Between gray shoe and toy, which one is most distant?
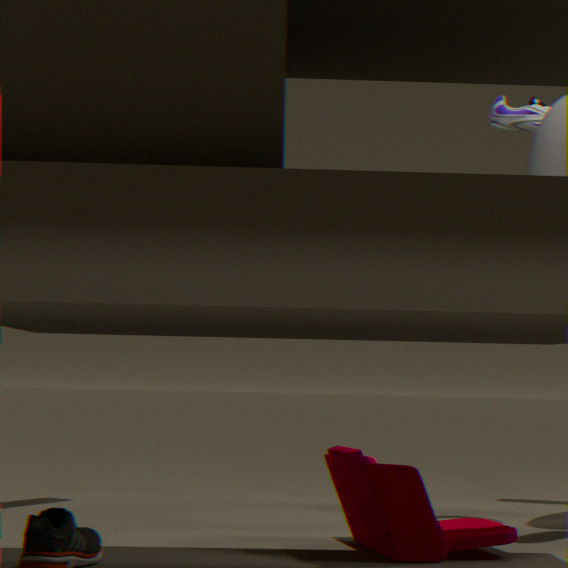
gray shoe
